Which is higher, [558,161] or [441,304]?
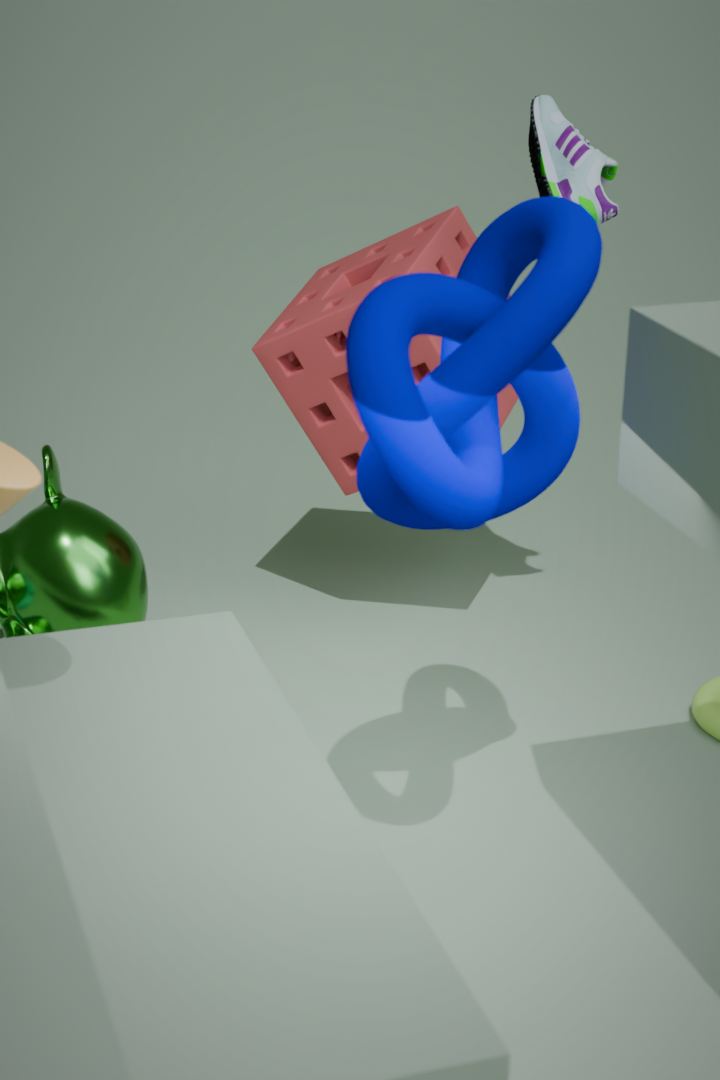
[558,161]
